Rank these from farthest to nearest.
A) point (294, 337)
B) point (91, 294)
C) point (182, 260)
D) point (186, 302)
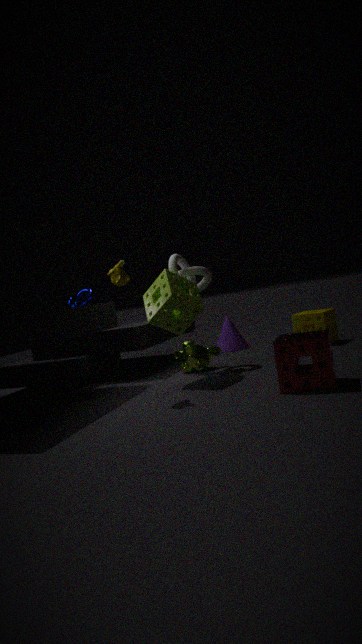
1. point (91, 294)
2. point (182, 260)
3. point (186, 302)
4. point (294, 337)
